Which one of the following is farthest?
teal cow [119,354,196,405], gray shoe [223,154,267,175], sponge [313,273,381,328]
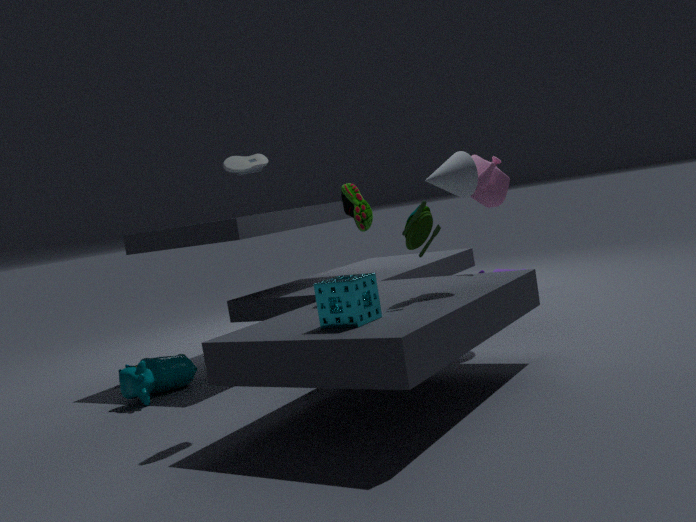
teal cow [119,354,196,405]
